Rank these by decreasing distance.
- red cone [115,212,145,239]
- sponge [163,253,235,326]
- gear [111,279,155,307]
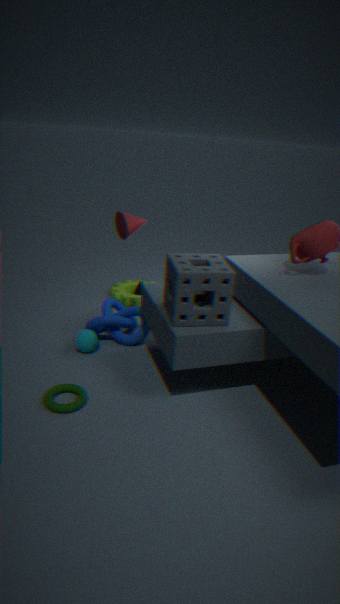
gear [111,279,155,307] < red cone [115,212,145,239] < sponge [163,253,235,326]
